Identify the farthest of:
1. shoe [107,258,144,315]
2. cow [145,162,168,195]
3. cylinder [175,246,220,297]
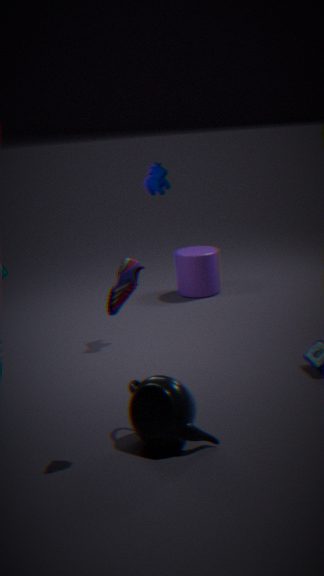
cylinder [175,246,220,297]
